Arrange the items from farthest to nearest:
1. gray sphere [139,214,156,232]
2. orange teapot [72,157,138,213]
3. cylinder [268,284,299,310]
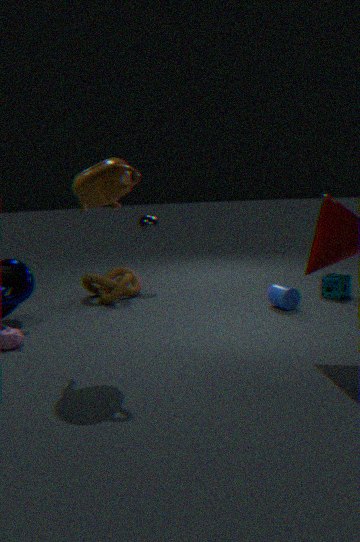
gray sphere [139,214,156,232] → cylinder [268,284,299,310] → orange teapot [72,157,138,213]
